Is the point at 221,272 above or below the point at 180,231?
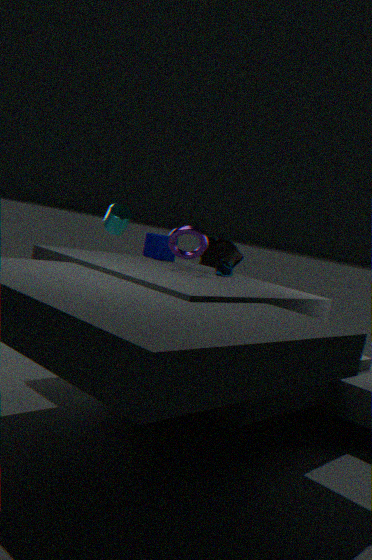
below
